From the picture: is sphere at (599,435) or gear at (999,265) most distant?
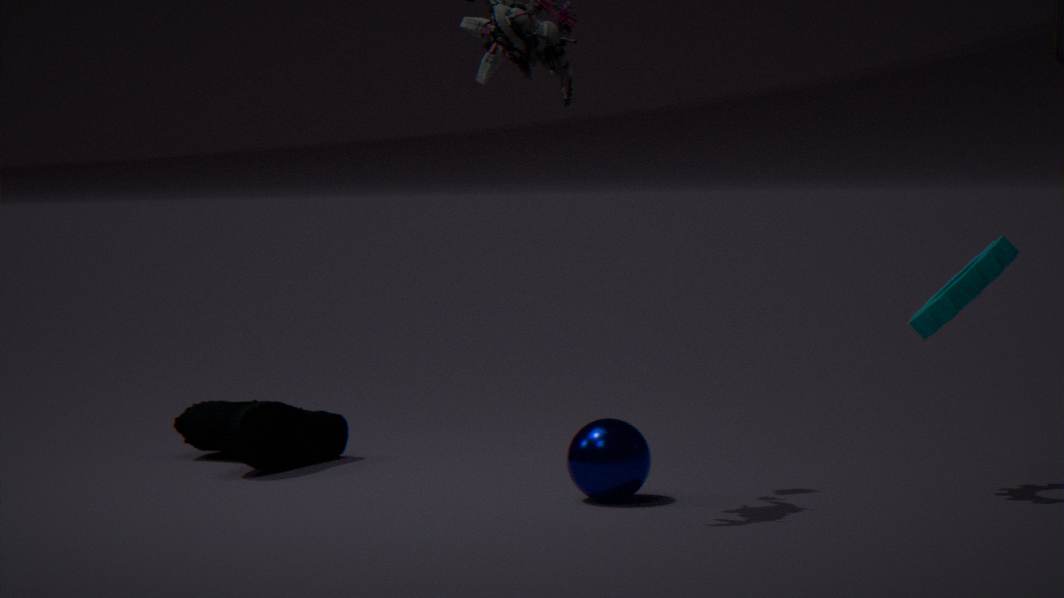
sphere at (599,435)
